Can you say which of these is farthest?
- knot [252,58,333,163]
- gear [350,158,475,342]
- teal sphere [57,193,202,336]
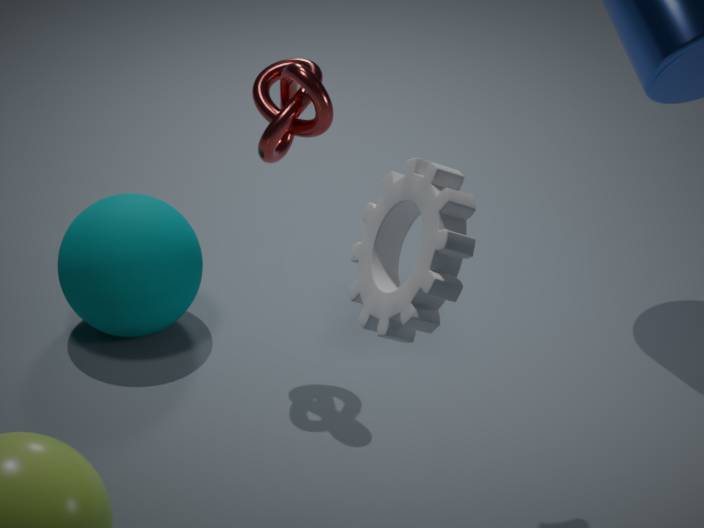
teal sphere [57,193,202,336]
